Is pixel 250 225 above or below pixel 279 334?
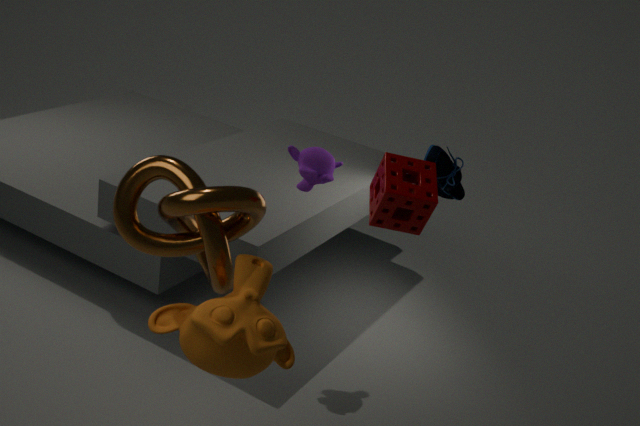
above
